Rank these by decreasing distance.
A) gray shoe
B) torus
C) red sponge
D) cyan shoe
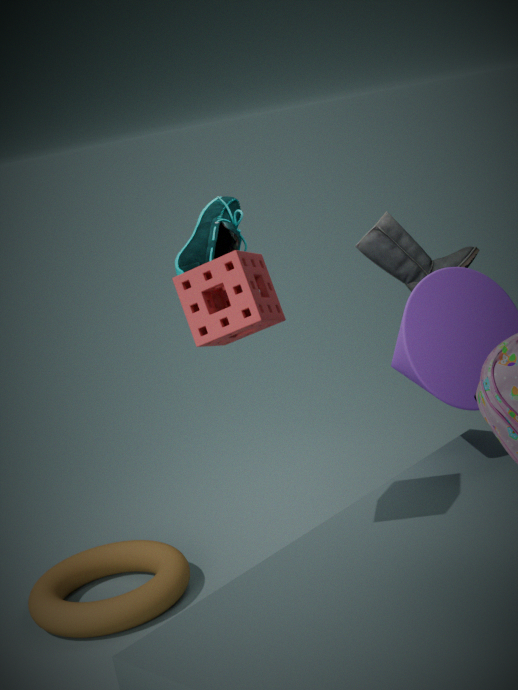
gray shoe
torus
cyan shoe
red sponge
